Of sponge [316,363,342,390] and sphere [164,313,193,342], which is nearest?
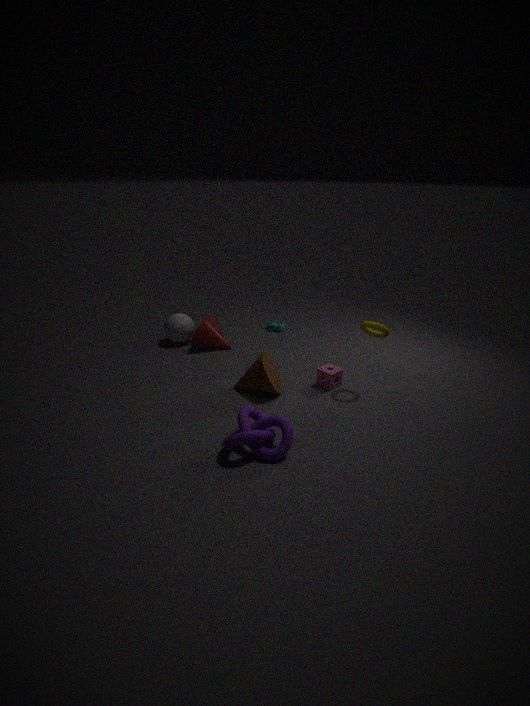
sponge [316,363,342,390]
